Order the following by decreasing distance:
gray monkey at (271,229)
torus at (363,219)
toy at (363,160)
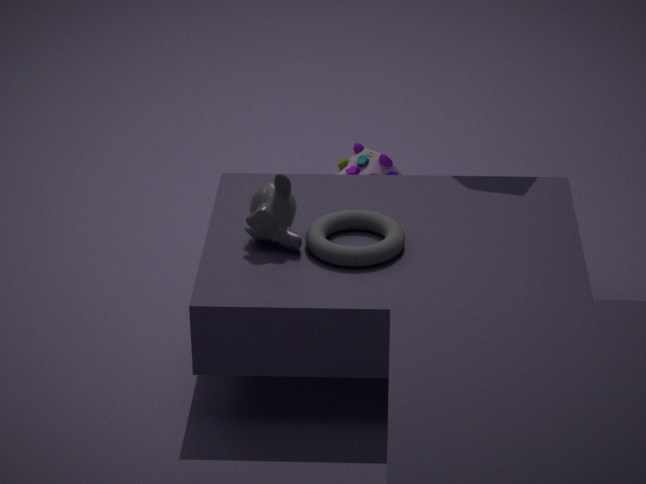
1. toy at (363,160)
2. gray monkey at (271,229)
3. torus at (363,219)
